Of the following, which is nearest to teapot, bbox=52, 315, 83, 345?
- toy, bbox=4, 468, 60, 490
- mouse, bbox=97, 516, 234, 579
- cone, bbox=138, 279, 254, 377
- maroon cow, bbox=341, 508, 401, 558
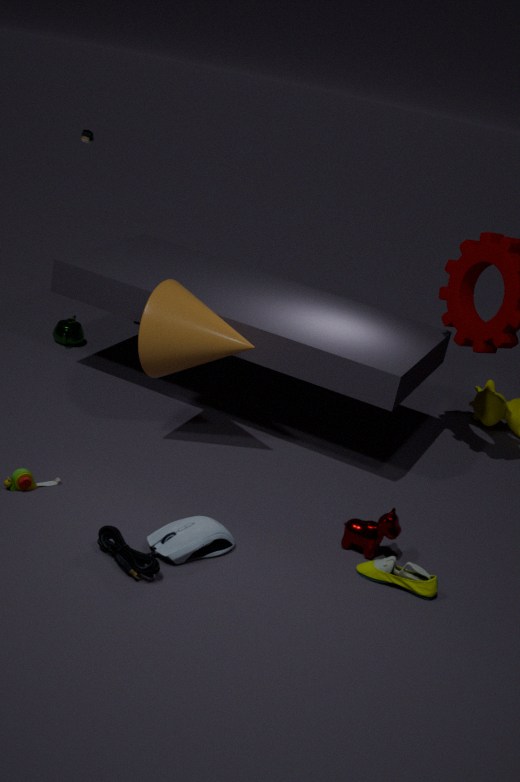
cone, bbox=138, 279, 254, 377
